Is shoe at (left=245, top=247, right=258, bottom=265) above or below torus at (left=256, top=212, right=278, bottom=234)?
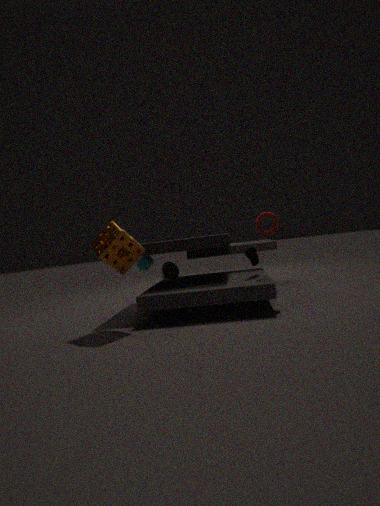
below
